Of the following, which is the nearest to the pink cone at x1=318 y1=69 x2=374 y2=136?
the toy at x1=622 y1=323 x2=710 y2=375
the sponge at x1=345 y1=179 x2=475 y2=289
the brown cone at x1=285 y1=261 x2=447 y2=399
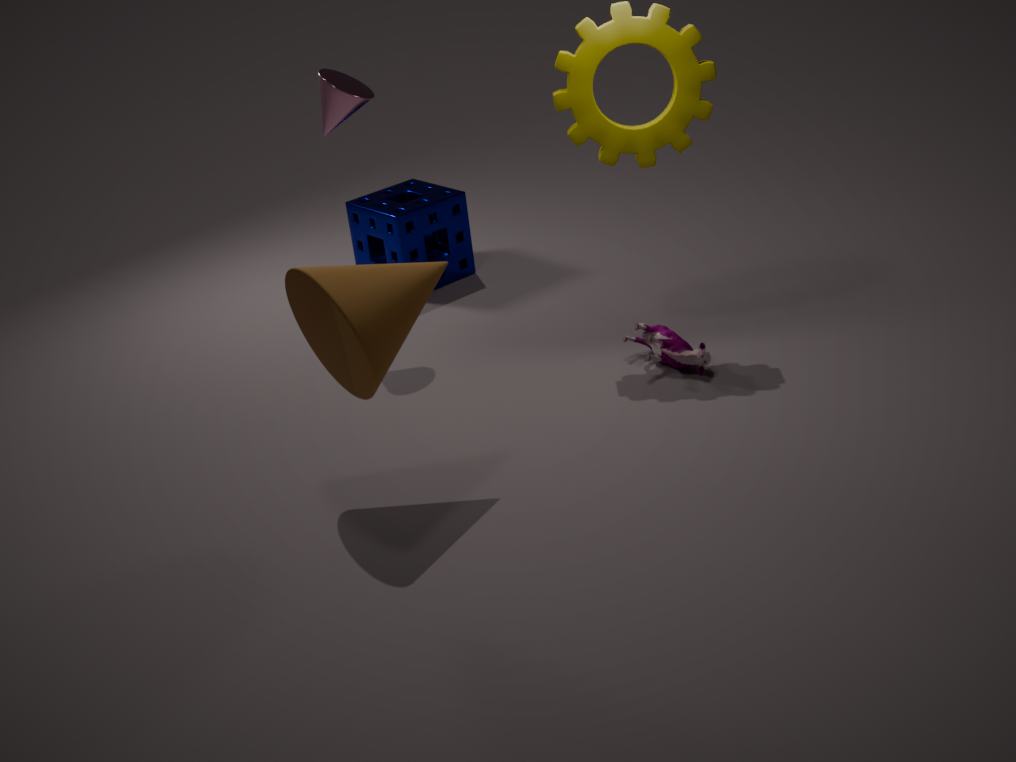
the sponge at x1=345 y1=179 x2=475 y2=289
